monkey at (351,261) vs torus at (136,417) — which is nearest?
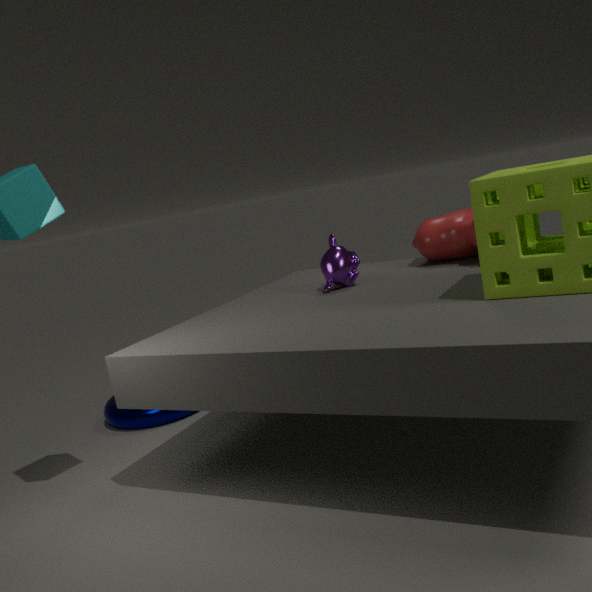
monkey at (351,261)
